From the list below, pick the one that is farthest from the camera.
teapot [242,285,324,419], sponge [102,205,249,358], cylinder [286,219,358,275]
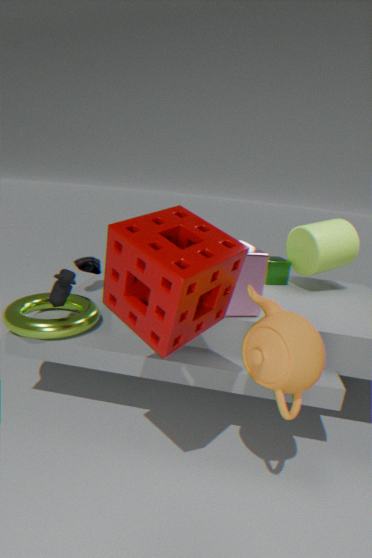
cylinder [286,219,358,275]
